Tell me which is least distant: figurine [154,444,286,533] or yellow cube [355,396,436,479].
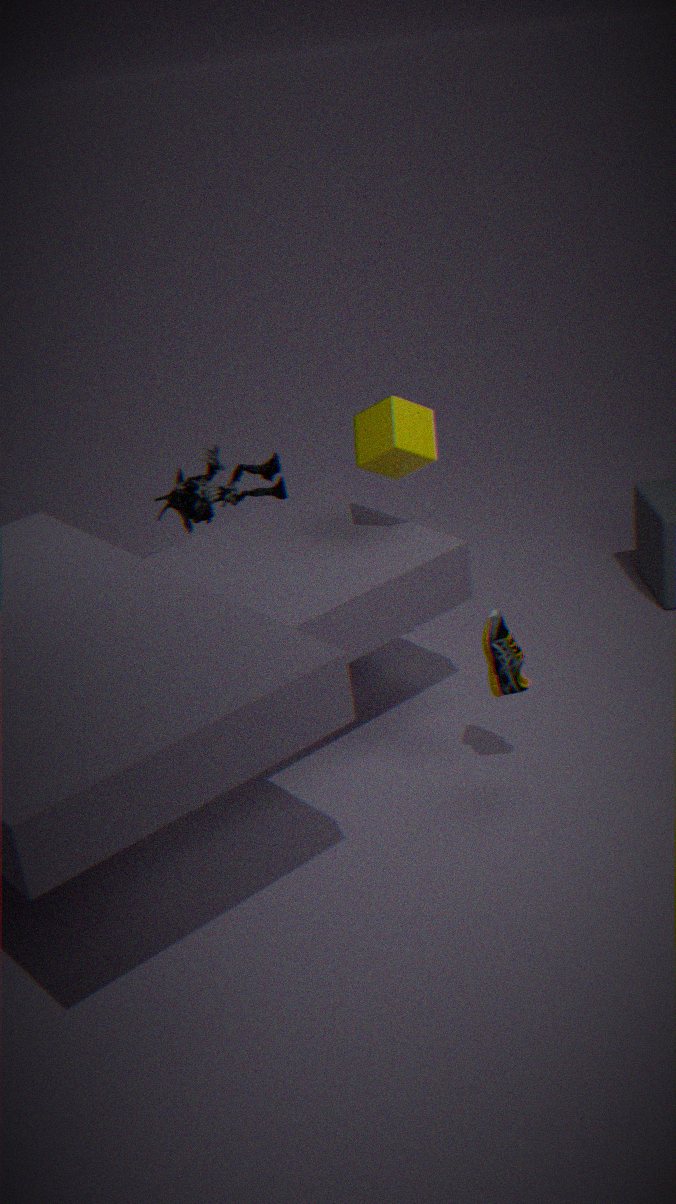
yellow cube [355,396,436,479]
